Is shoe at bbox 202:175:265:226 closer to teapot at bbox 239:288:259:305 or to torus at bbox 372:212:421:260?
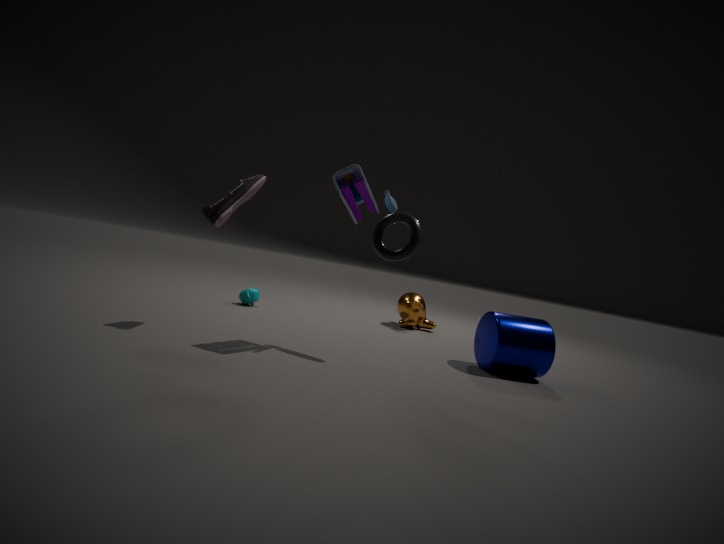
torus at bbox 372:212:421:260
